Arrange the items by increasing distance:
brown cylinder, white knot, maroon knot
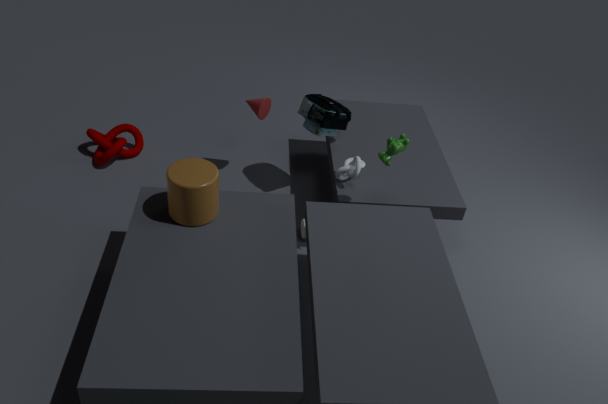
brown cylinder, white knot, maroon knot
